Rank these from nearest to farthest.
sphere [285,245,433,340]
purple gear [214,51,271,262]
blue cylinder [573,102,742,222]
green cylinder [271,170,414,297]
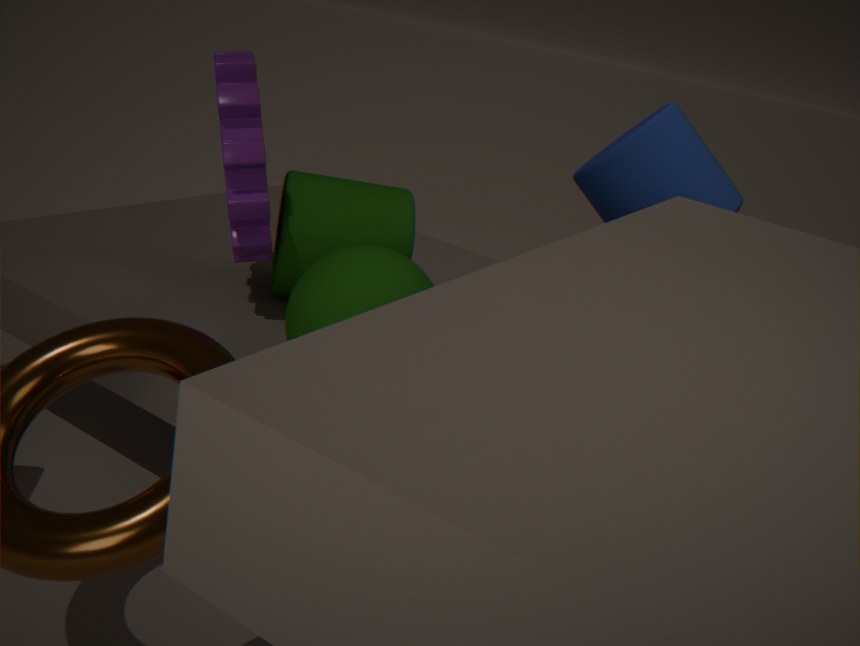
sphere [285,245,433,340] < purple gear [214,51,271,262] < green cylinder [271,170,414,297] < blue cylinder [573,102,742,222]
